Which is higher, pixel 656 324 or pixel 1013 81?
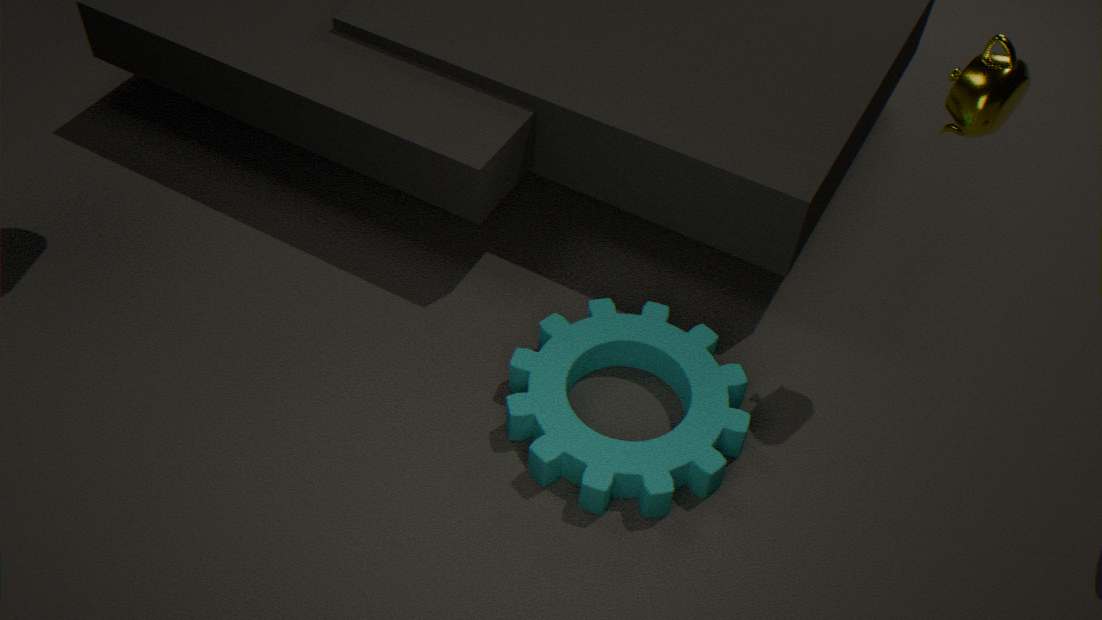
pixel 1013 81
